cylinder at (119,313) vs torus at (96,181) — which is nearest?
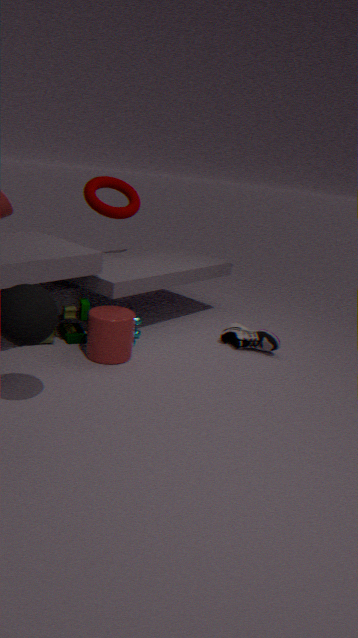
cylinder at (119,313)
